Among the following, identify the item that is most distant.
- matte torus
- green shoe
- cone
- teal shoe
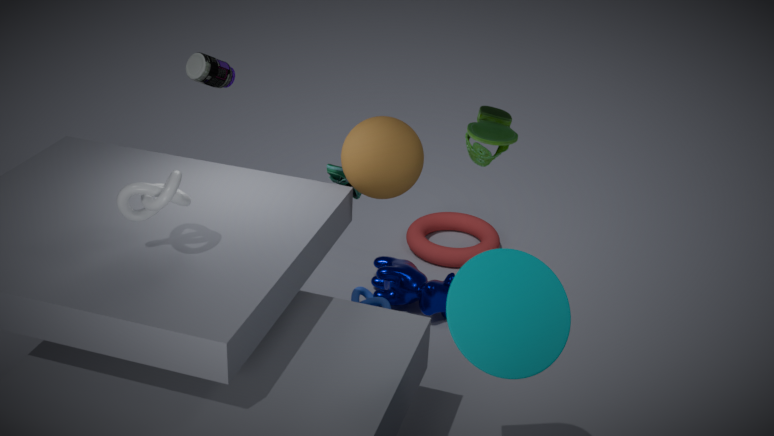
matte torus
